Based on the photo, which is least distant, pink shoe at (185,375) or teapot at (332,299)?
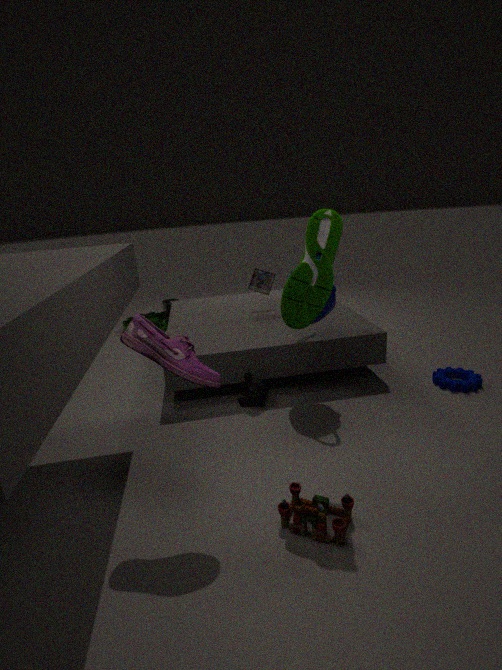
pink shoe at (185,375)
